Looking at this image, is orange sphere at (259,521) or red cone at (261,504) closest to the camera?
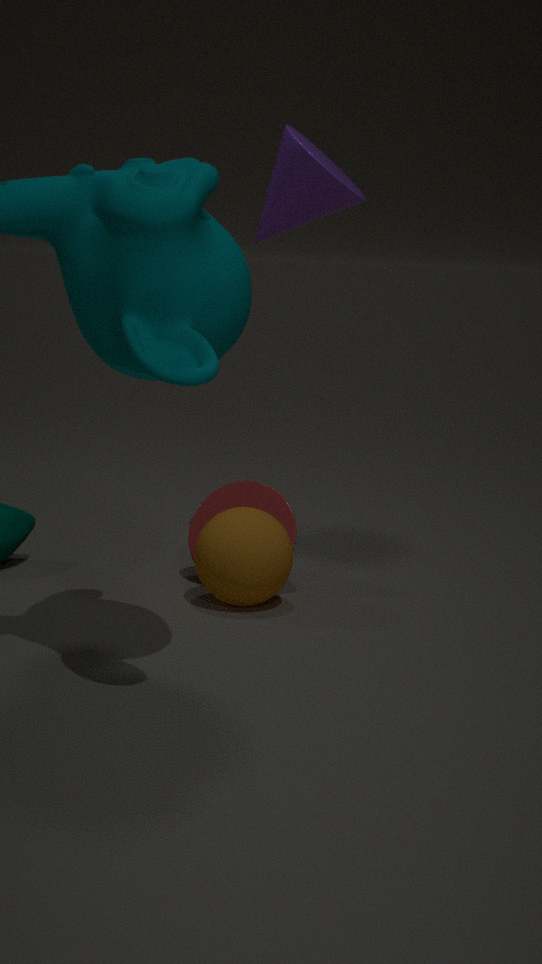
orange sphere at (259,521)
